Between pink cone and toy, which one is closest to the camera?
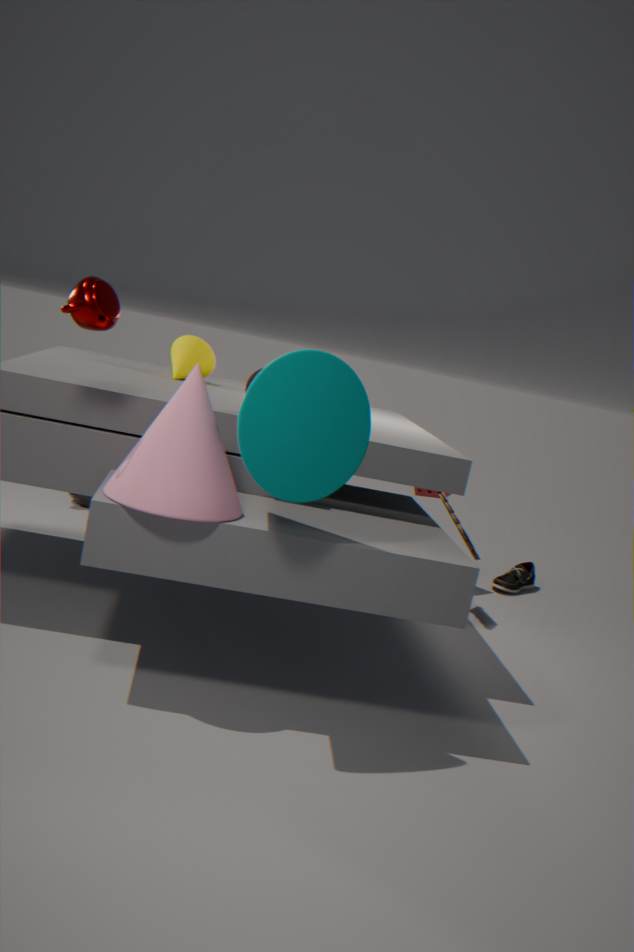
→ pink cone
